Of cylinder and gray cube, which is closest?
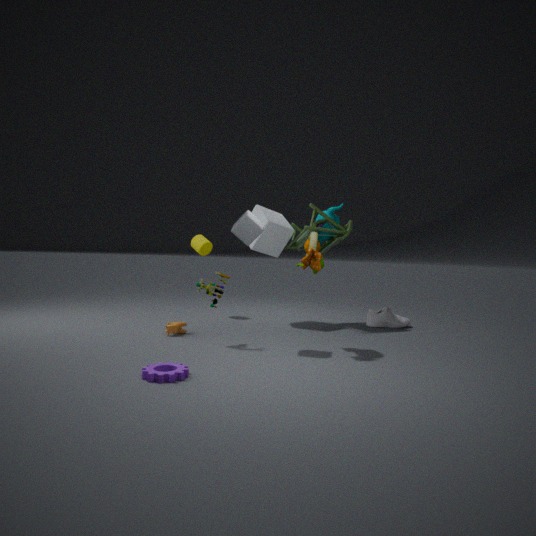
gray cube
